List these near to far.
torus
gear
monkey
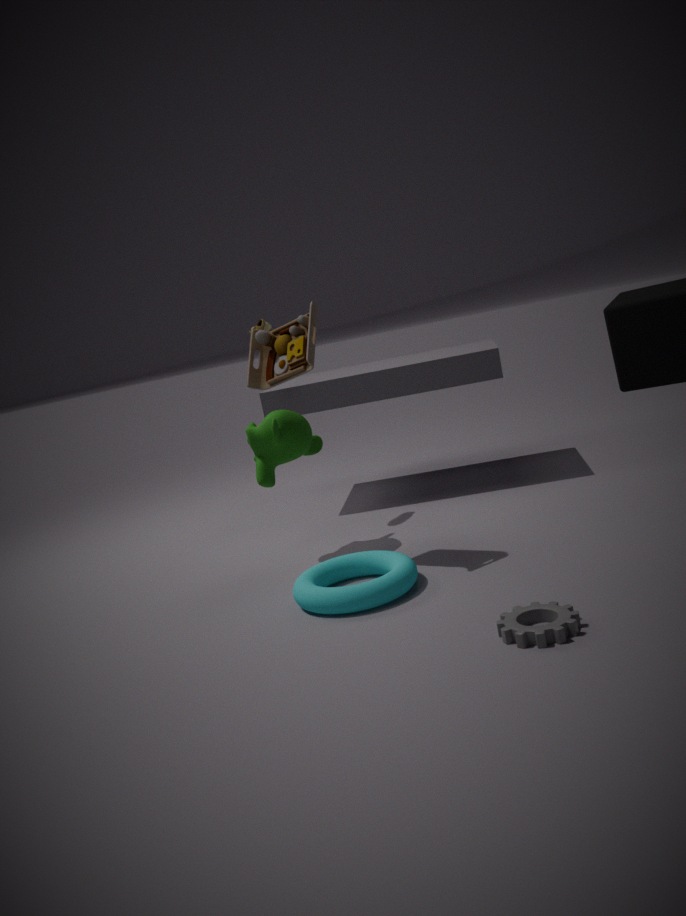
gear, torus, monkey
